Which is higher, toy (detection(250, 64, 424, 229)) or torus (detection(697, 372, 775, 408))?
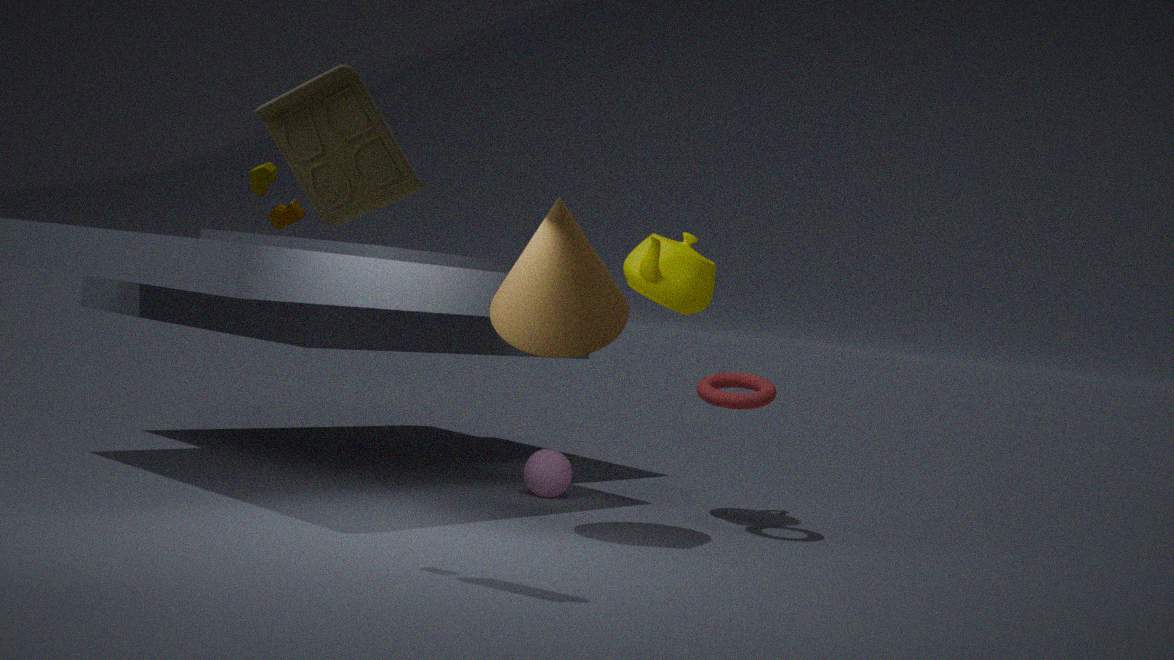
toy (detection(250, 64, 424, 229))
